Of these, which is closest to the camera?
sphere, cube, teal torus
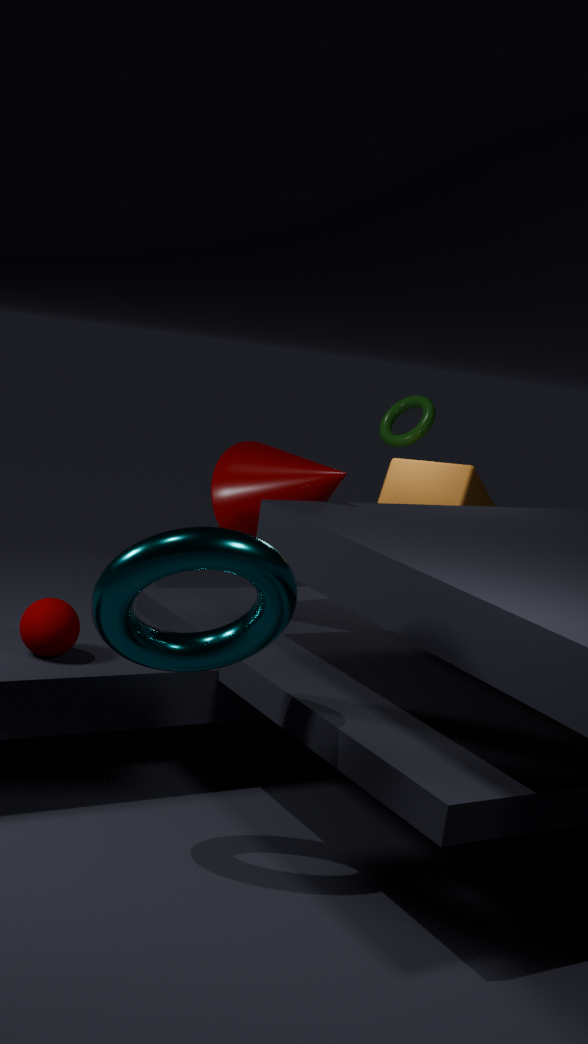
teal torus
